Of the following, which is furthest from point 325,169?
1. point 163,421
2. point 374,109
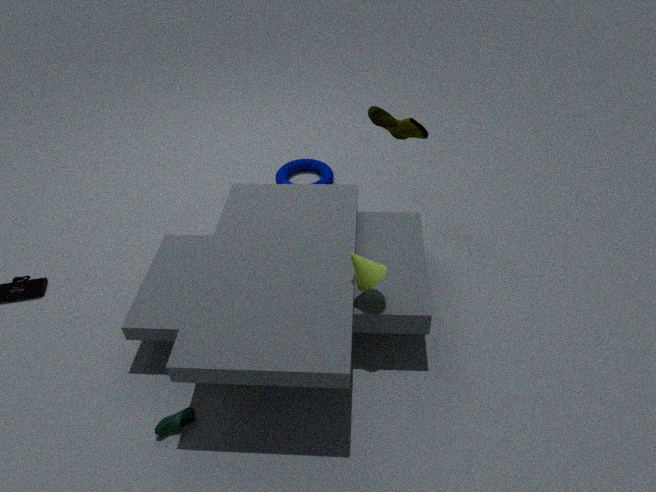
point 163,421
